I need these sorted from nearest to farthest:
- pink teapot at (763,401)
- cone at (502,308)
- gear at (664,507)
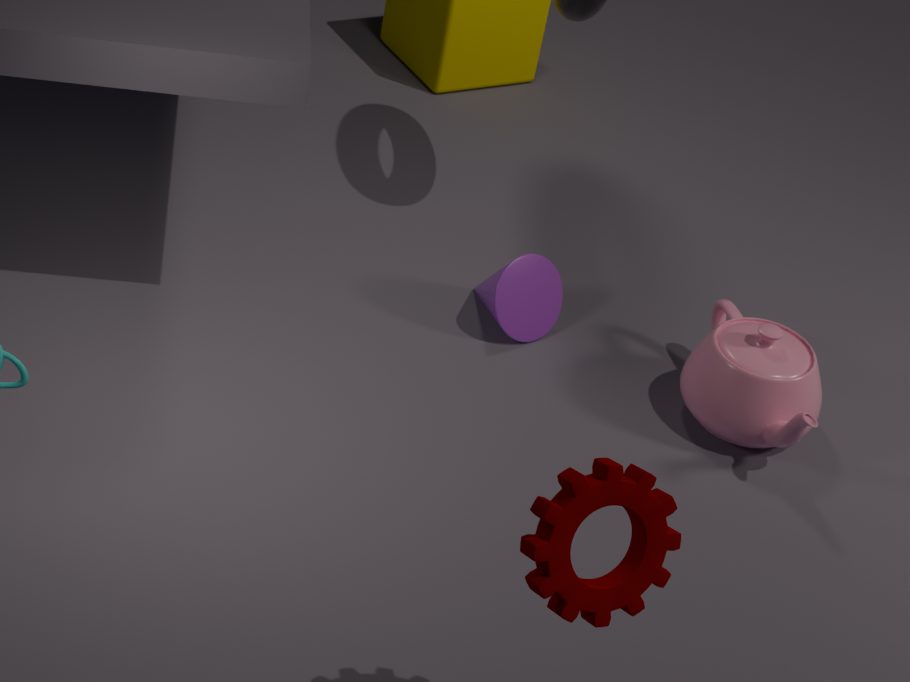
gear at (664,507) < pink teapot at (763,401) < cone at (502,308)
